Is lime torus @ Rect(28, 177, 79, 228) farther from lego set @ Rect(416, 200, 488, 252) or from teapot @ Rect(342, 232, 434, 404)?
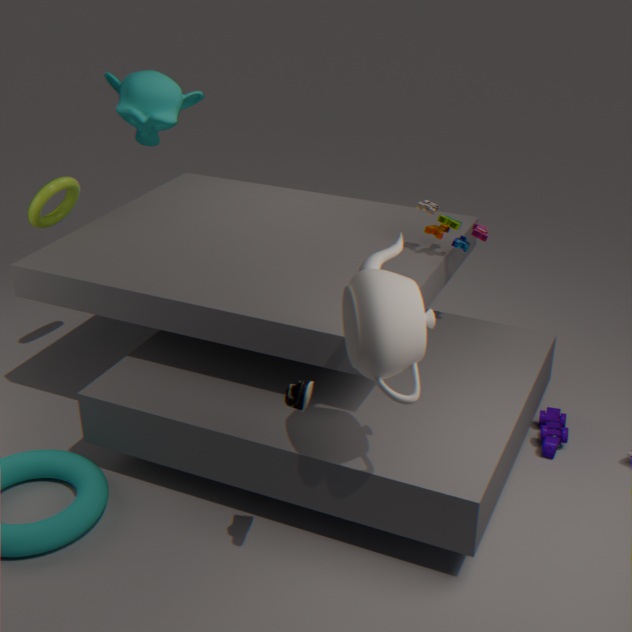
teapot @ Rect(342, 232, 434, 404)
